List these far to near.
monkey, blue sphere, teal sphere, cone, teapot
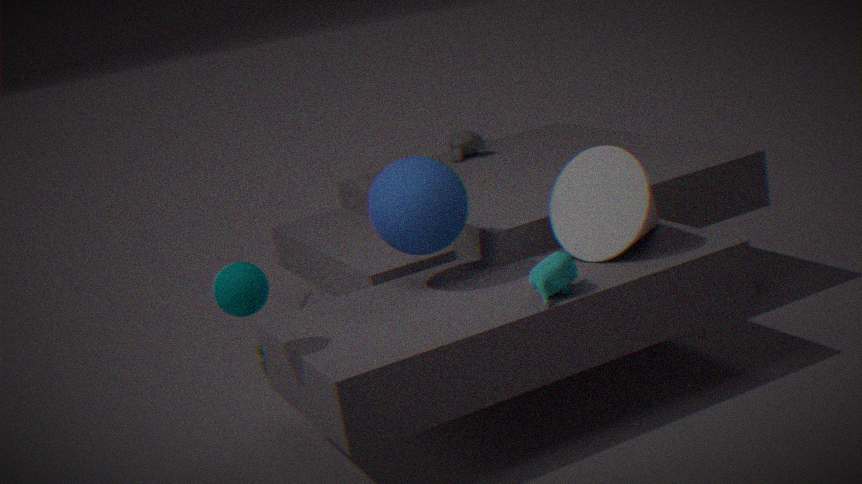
monkey
cone
blue sphere
teapot
teal sphere
